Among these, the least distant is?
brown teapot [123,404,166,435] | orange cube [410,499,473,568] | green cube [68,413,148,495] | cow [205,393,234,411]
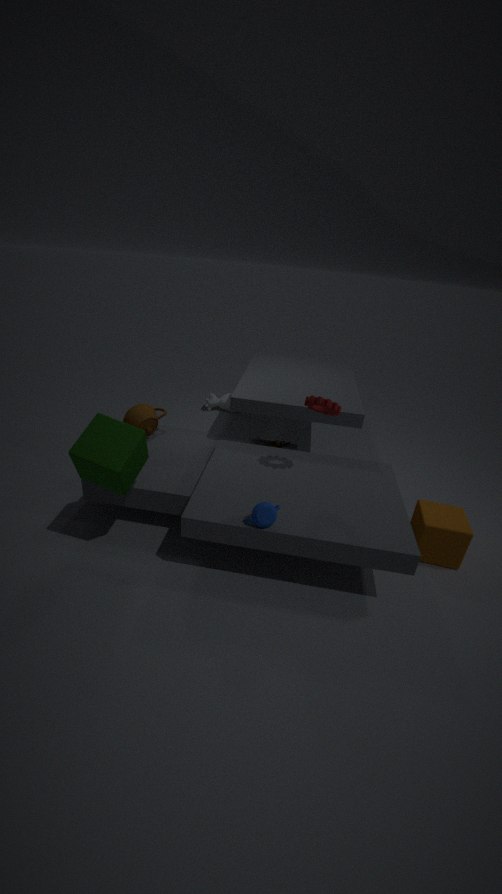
green cube [68,413,148,495]
